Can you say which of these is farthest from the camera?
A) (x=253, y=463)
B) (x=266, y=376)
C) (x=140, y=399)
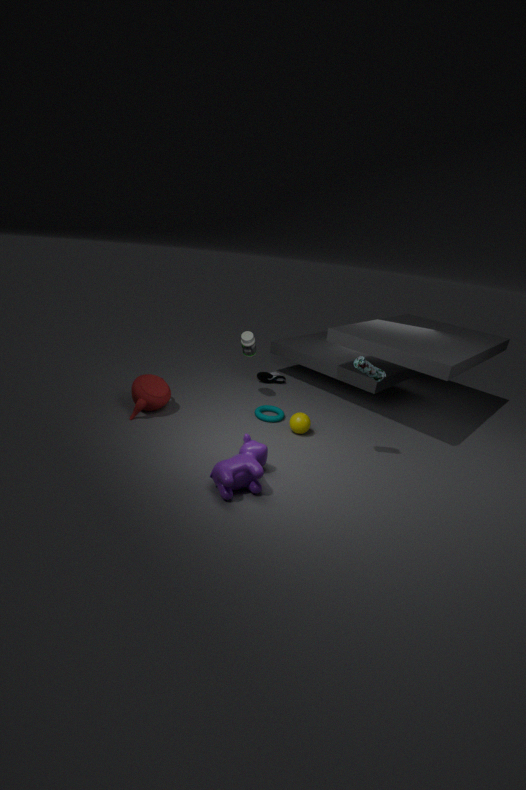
(x=266, y=376)
